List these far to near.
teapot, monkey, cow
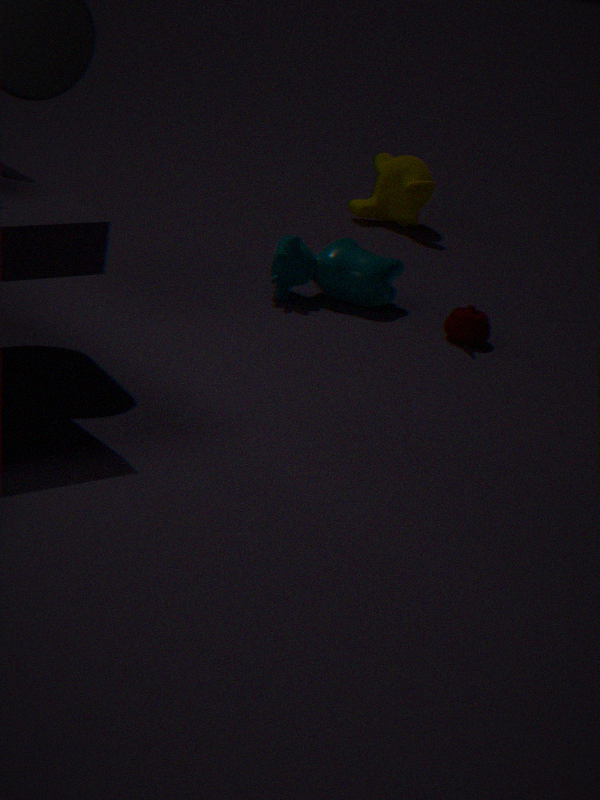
monkey → cow → teapot
